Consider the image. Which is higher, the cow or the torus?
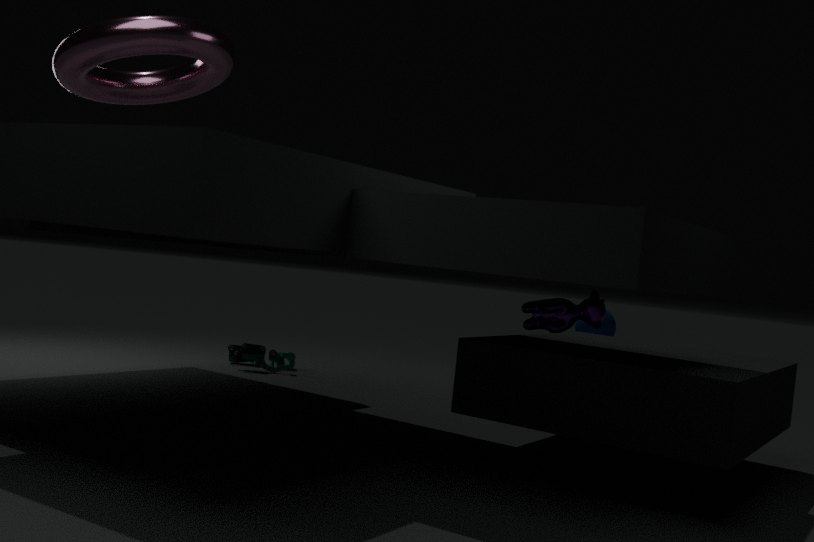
the torus
